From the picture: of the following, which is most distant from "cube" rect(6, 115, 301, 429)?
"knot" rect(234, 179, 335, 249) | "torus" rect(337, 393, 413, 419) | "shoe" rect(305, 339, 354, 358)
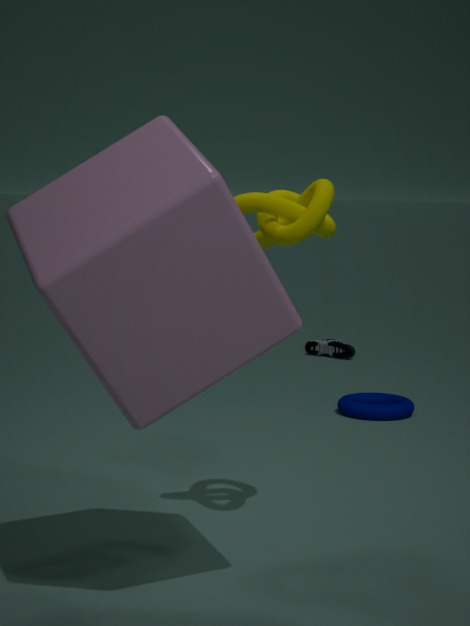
"shoe" rect(305, 339, 354, 358)
